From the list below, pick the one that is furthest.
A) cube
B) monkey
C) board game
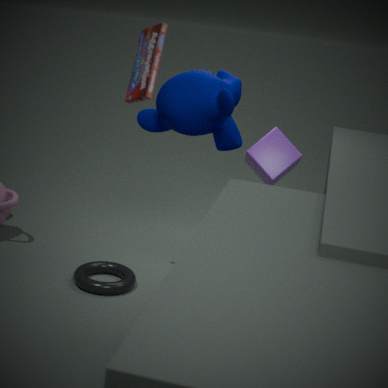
cube
